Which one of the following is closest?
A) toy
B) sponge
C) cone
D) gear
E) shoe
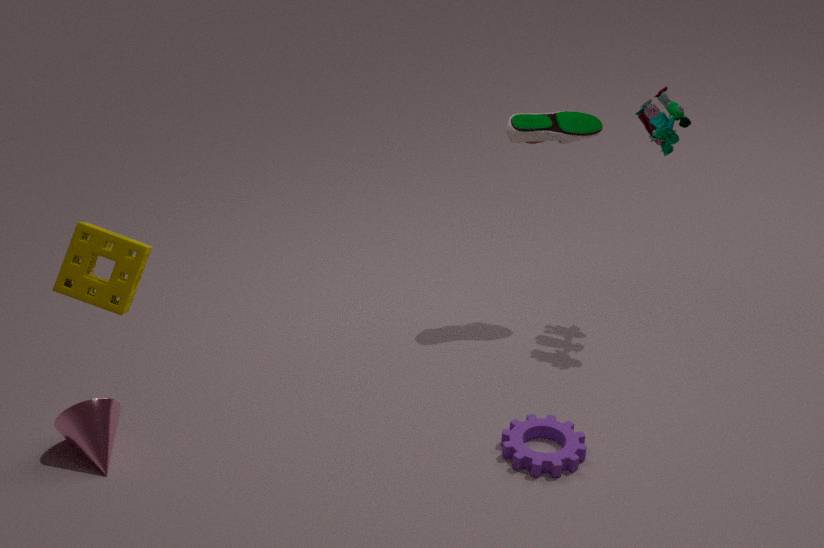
sponge
